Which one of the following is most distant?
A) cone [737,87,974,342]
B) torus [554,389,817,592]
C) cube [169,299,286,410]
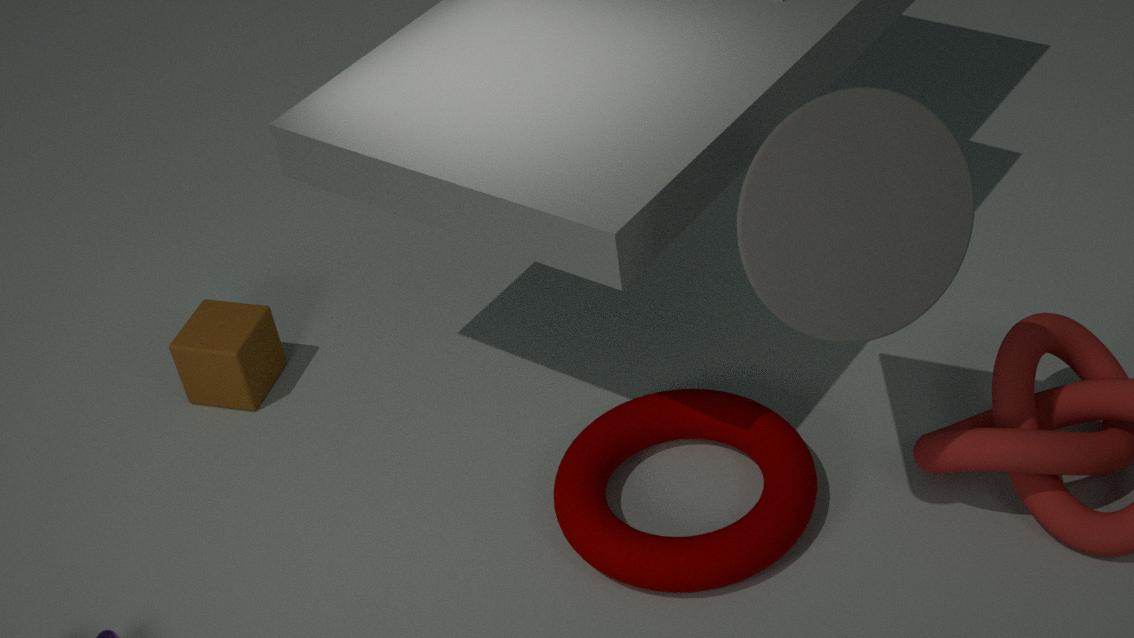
cube [169,299,286,410]
